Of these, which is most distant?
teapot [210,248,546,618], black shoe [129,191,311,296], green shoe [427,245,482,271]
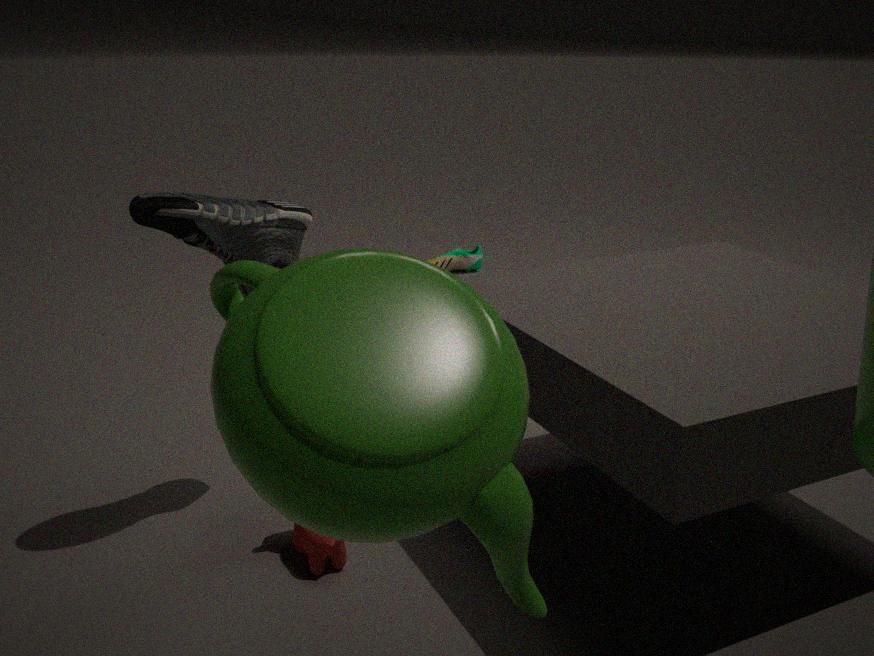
green shoe [427,245,482,271]
